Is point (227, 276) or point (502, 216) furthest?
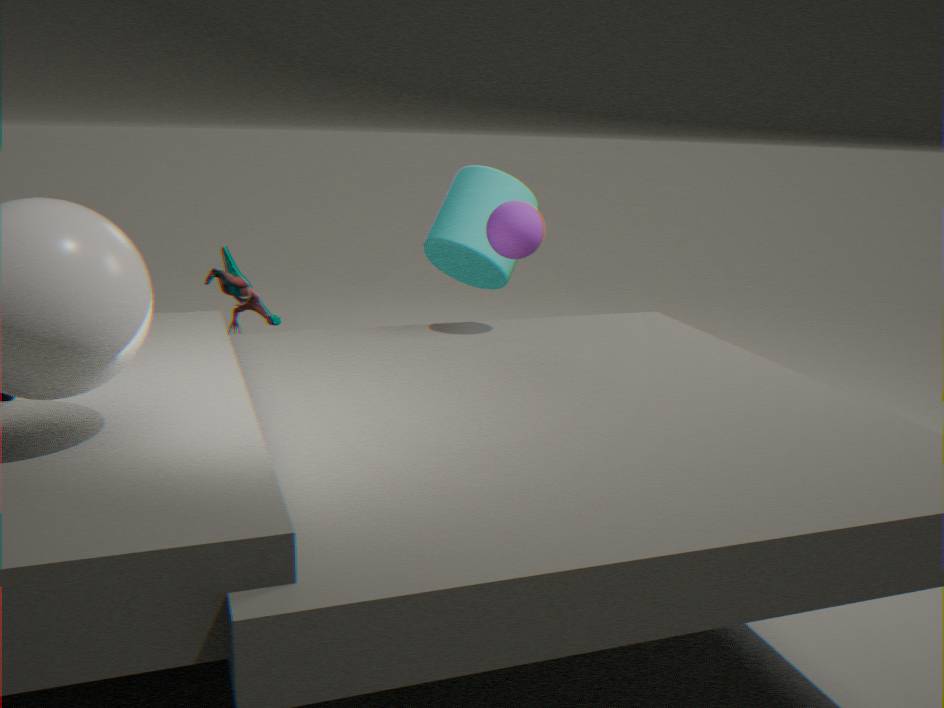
point (227, 276)
